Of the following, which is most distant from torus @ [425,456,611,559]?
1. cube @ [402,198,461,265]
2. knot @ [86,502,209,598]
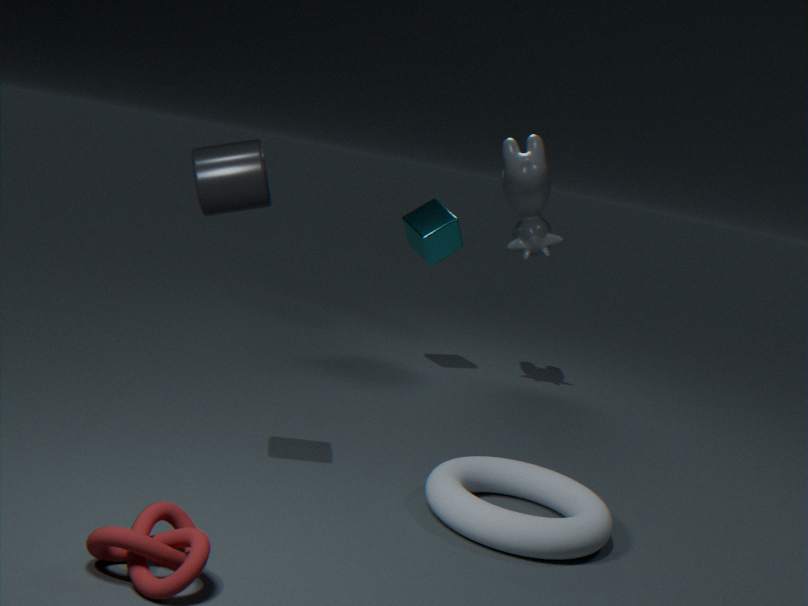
cube @ [402,198,461,265]
